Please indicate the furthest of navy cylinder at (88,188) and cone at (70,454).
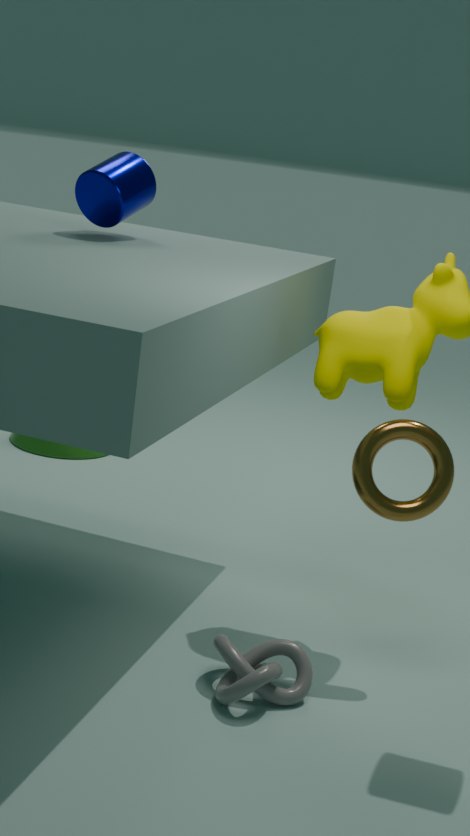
cone at (70,454)
